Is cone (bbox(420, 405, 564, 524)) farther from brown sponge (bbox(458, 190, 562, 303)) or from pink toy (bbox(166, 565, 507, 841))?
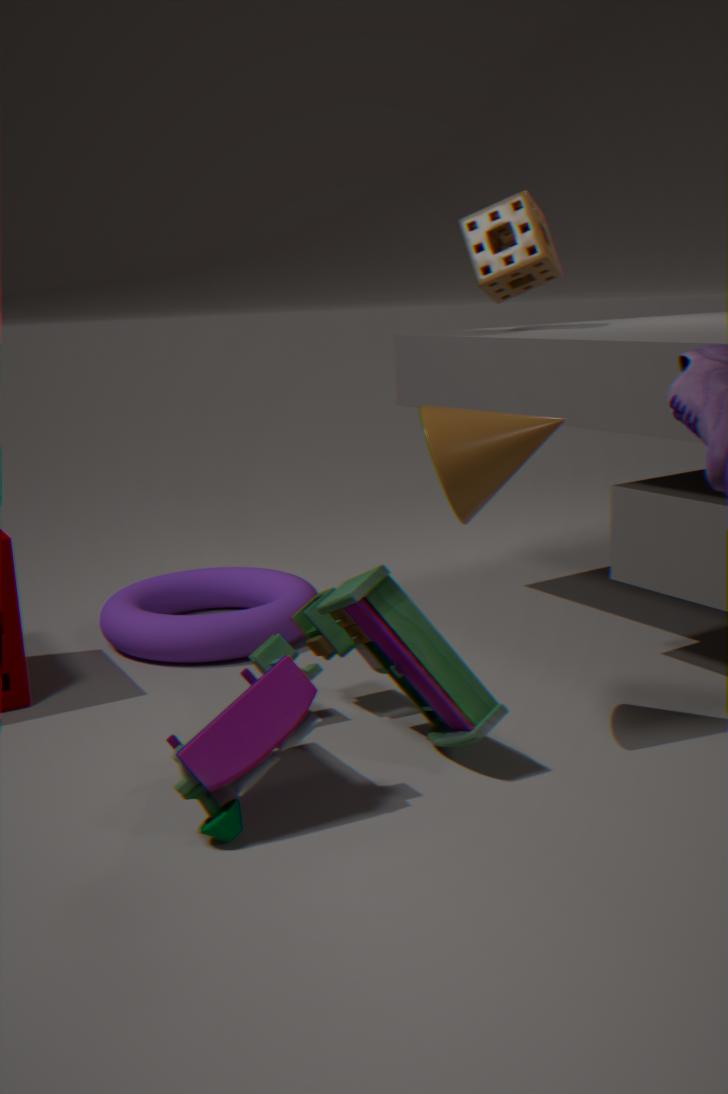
brown sponge (bbox(458, 190, 562, 303))
